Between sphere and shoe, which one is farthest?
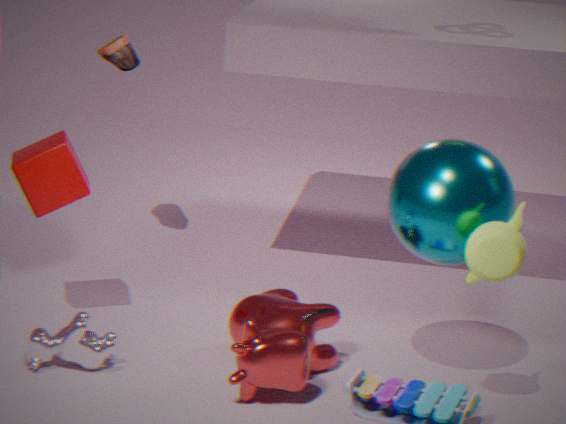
shoe
